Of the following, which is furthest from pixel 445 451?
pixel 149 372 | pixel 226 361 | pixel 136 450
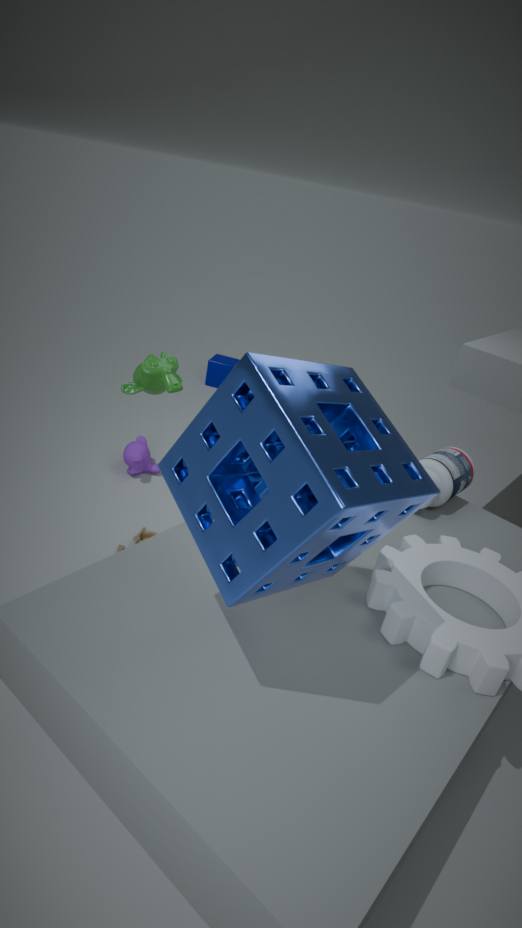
pixel 226 361
